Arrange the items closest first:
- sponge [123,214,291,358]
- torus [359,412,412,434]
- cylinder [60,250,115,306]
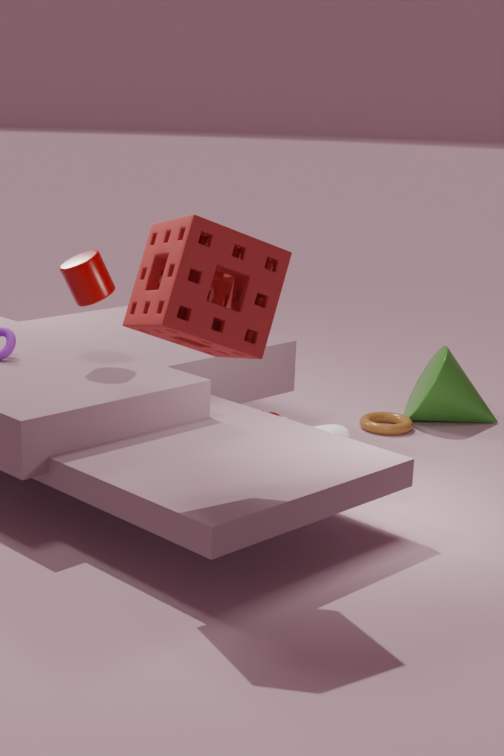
sponge [123,214,291,358], cylinder [60,250,115,306], torus [359,412,412,434]
